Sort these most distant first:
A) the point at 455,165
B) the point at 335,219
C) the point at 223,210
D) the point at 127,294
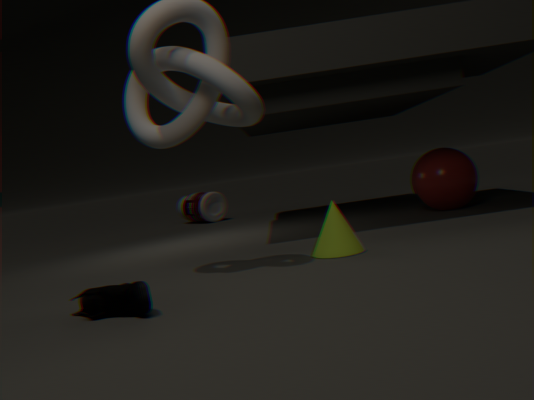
the point at 223,210 → the point at 455,165 → the point at 335,219 → the point at 127,294
